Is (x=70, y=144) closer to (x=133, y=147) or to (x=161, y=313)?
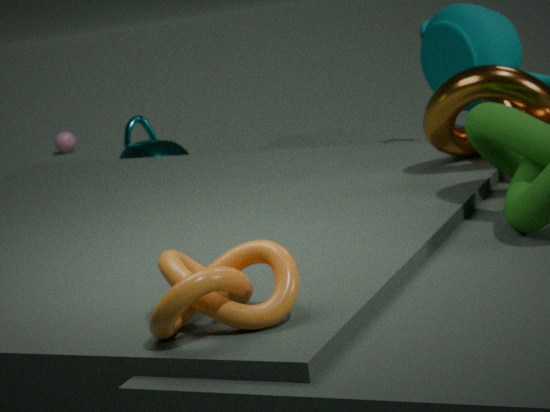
(x=133, y=147)
